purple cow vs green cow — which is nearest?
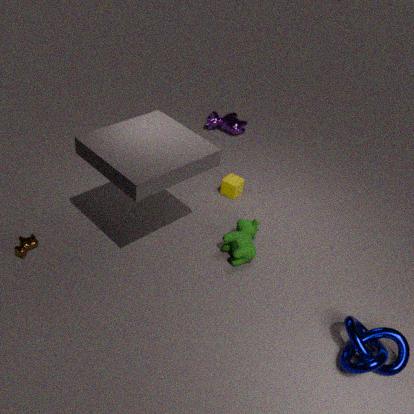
green cow
